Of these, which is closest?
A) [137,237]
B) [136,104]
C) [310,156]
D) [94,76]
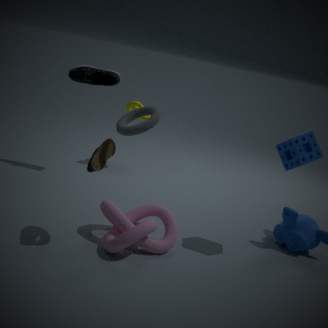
[137,237]
